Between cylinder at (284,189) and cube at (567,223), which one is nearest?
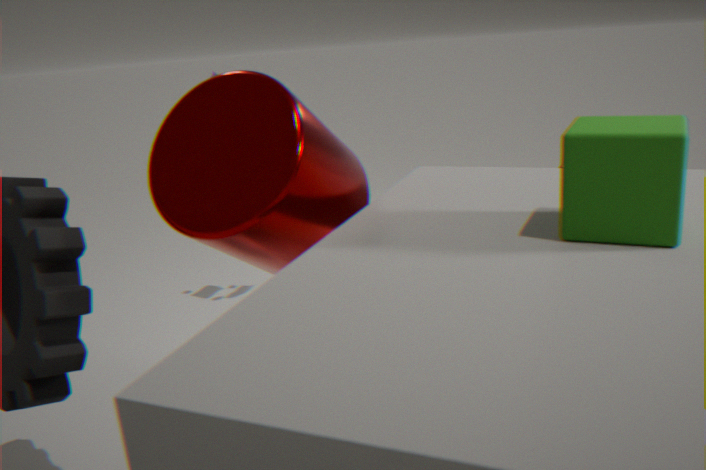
cube at (567,223)
